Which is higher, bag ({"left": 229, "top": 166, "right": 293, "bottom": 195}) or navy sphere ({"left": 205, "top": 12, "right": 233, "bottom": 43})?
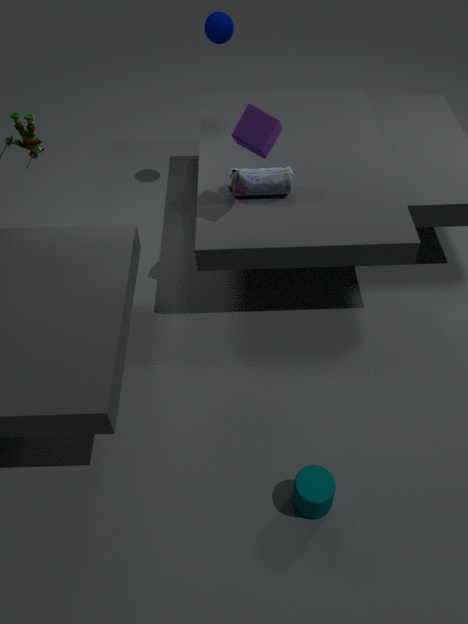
navy sphere ({"left": 205, "top": 12, "right": 233, "bottom": 43})
